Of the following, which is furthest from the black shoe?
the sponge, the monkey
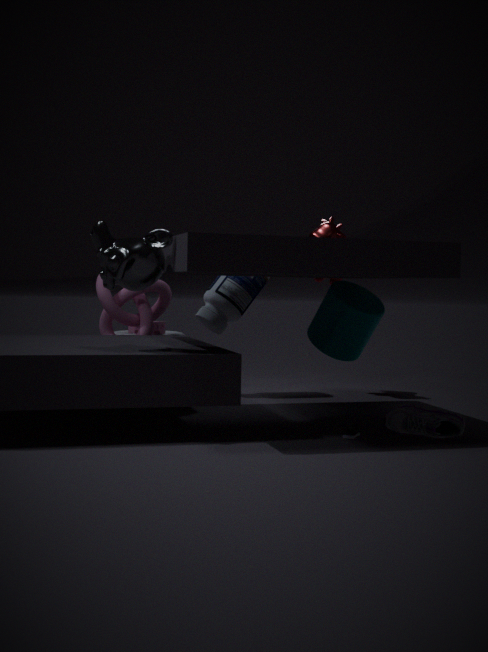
the sponge
